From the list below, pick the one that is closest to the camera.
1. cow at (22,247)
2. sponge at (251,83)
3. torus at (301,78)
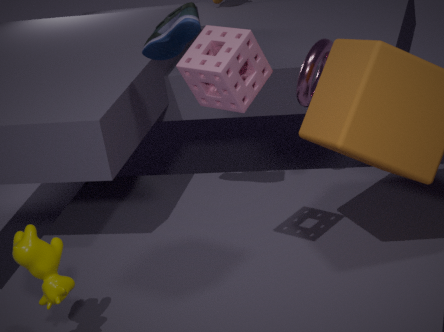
sponge at (251,83)
